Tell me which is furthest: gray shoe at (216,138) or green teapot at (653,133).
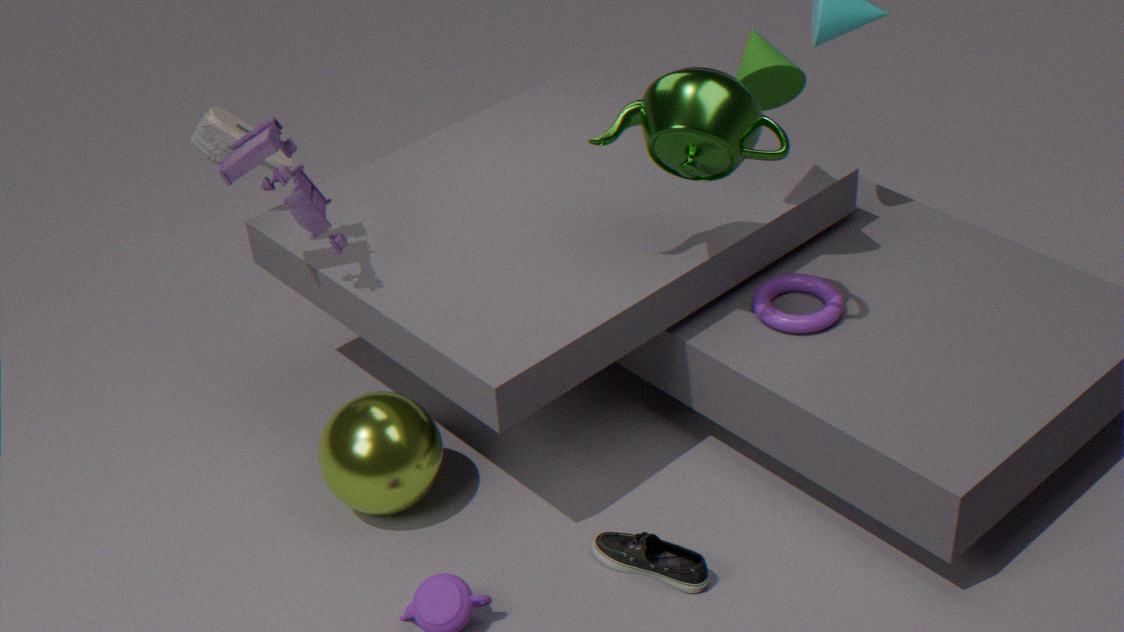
gray shoe at (216,138)
